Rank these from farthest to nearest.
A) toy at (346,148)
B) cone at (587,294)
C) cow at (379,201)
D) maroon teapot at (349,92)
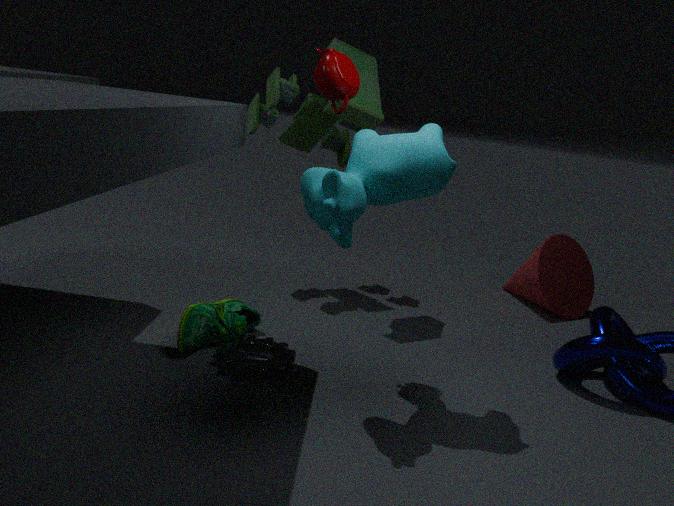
cone at (587,294), toy at (346,148), maroon teapot at (349,92), cow at (379,201)
